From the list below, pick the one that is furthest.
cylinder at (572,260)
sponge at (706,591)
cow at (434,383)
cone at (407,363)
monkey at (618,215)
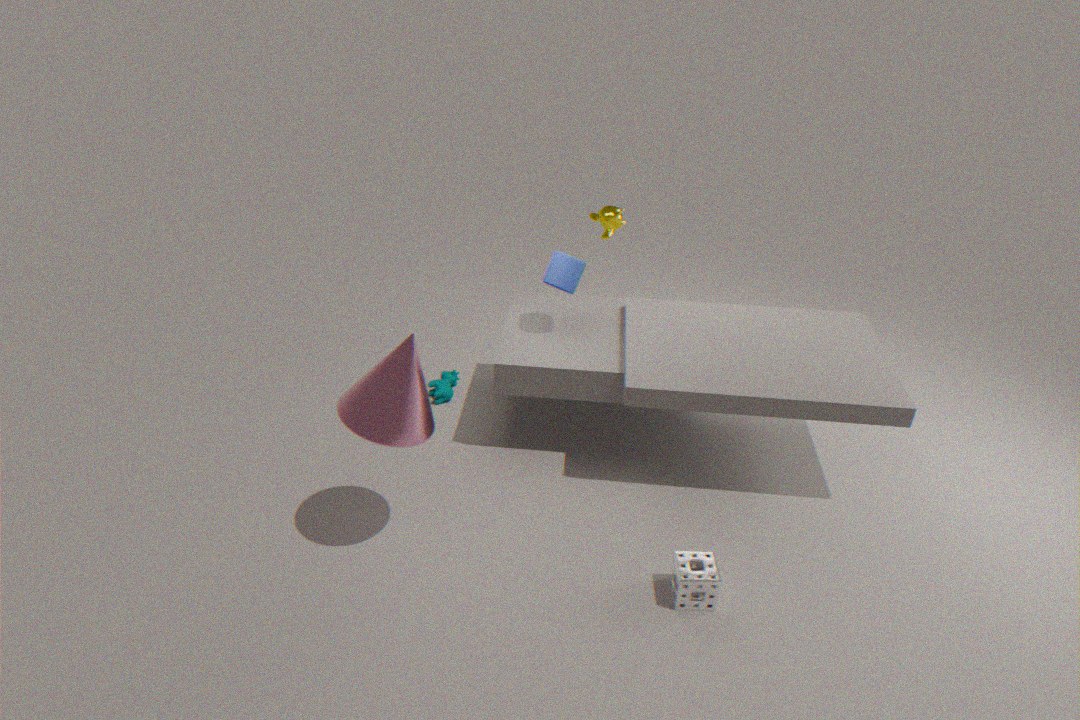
cow at (434,383)
